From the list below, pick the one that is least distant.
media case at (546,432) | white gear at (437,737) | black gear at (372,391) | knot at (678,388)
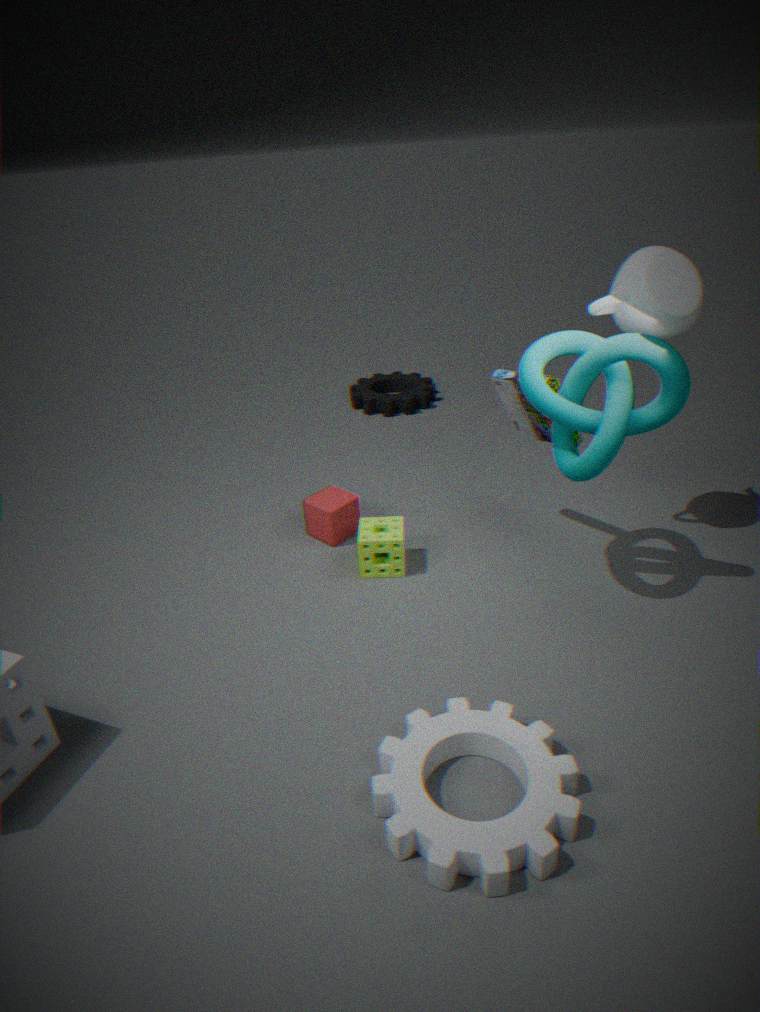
white gear at (437,737)
